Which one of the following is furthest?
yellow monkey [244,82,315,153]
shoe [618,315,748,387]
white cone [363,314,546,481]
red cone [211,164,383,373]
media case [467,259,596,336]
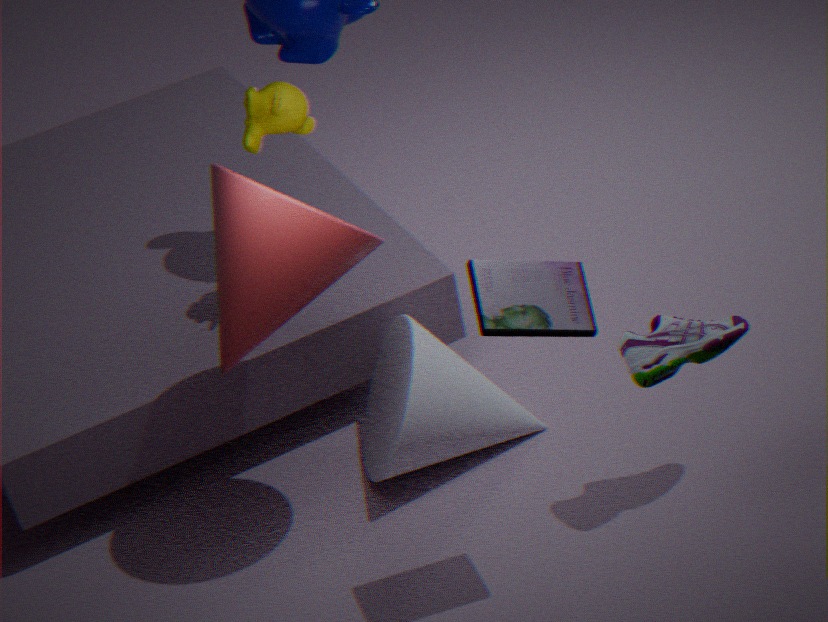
yellow monkey [244,82,315,153]
